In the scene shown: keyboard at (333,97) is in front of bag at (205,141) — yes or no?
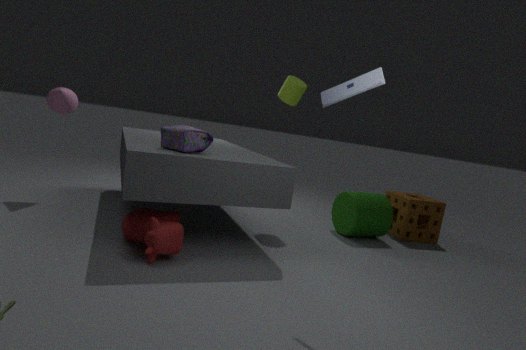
Yes
